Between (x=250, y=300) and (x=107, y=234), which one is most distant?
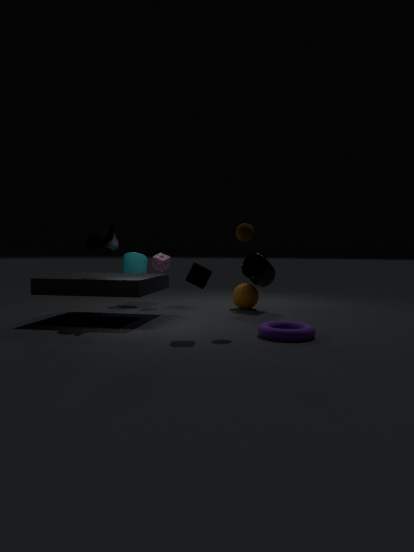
(x=250, y=300)
